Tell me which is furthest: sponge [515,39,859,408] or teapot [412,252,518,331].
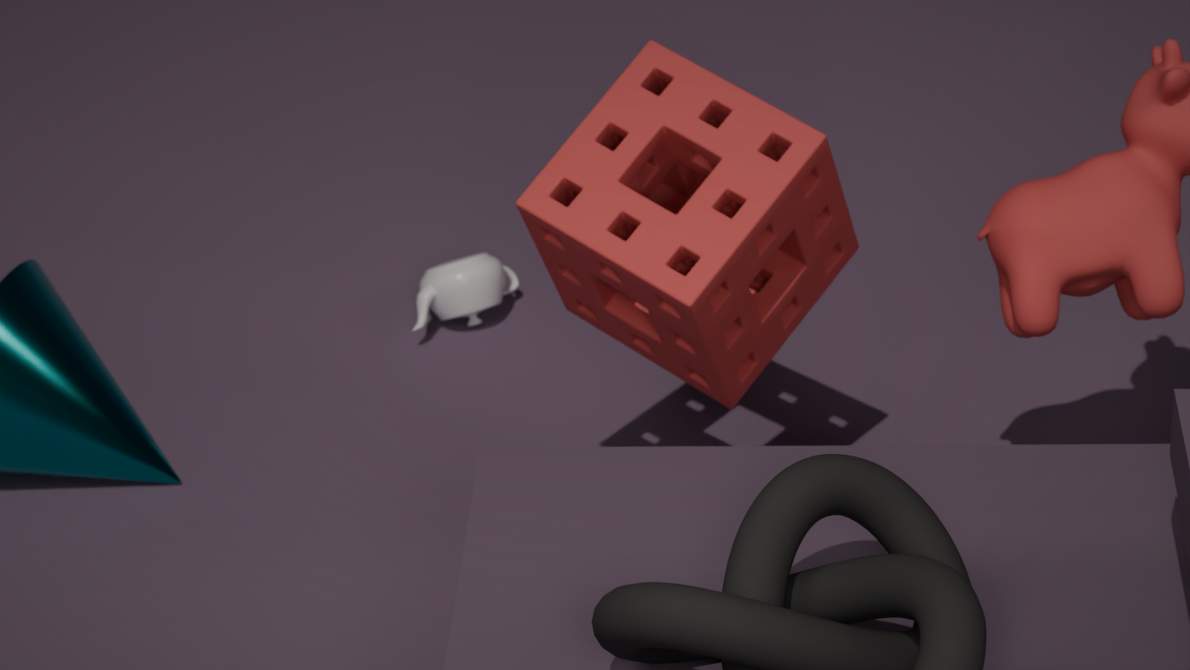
teapot [412,252,518,331]
